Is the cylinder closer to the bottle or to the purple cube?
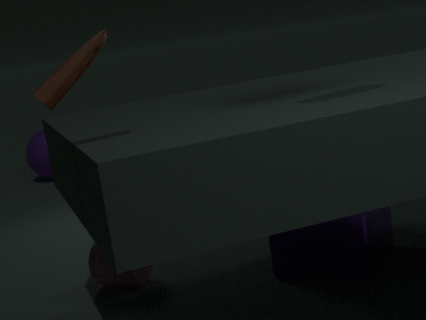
the purple cube
